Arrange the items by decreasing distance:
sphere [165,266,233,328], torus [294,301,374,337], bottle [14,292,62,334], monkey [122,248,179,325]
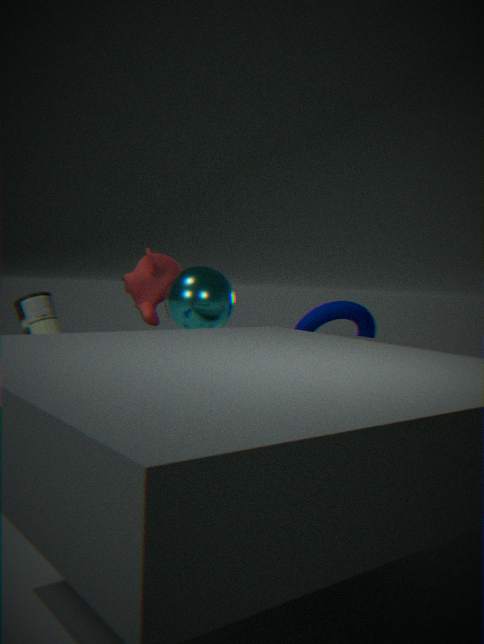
torus [294,301,374,337]
monkey [122,248,179,325]
bottle [14,292,62,334]
sphere [165,266,233,328]
